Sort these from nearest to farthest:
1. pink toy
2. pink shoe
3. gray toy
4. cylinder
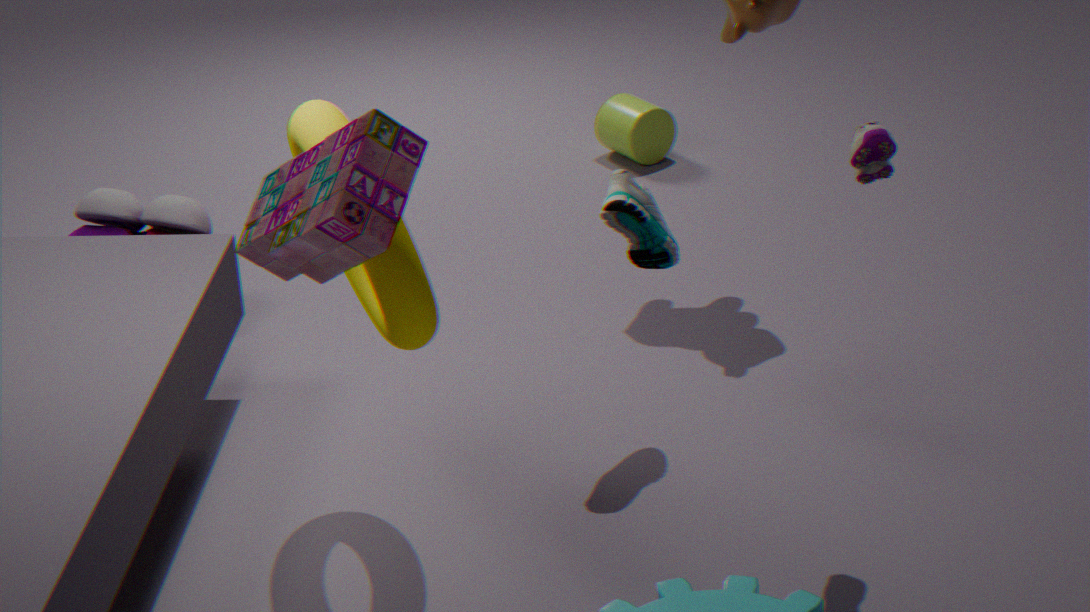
1. pink toy
2. pink shoe
3. gray toy
4. cylinder
